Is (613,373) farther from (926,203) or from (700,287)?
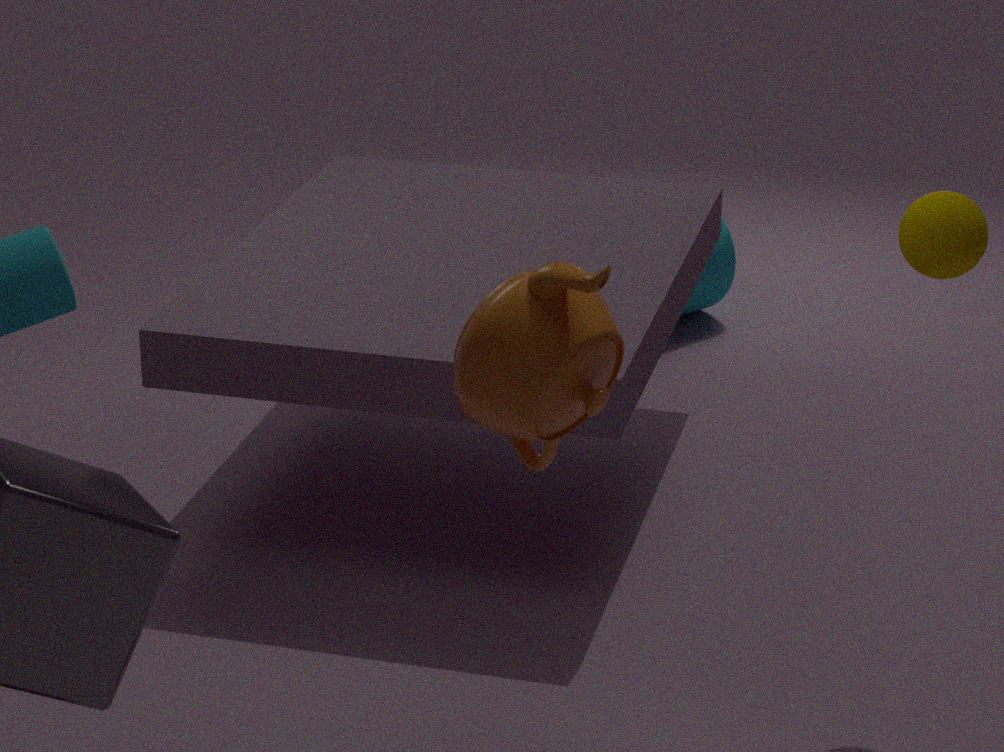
(700,287)
